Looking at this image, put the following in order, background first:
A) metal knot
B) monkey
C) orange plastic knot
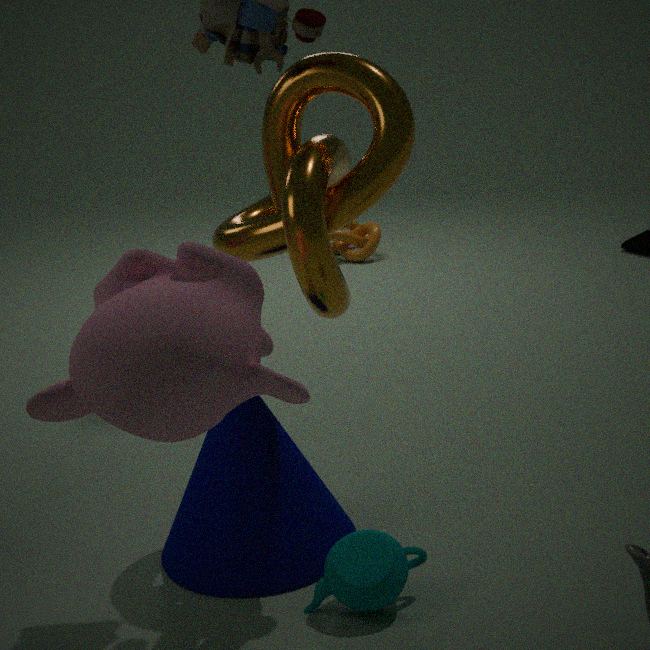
orange plastic knot < metal knot < monkey
